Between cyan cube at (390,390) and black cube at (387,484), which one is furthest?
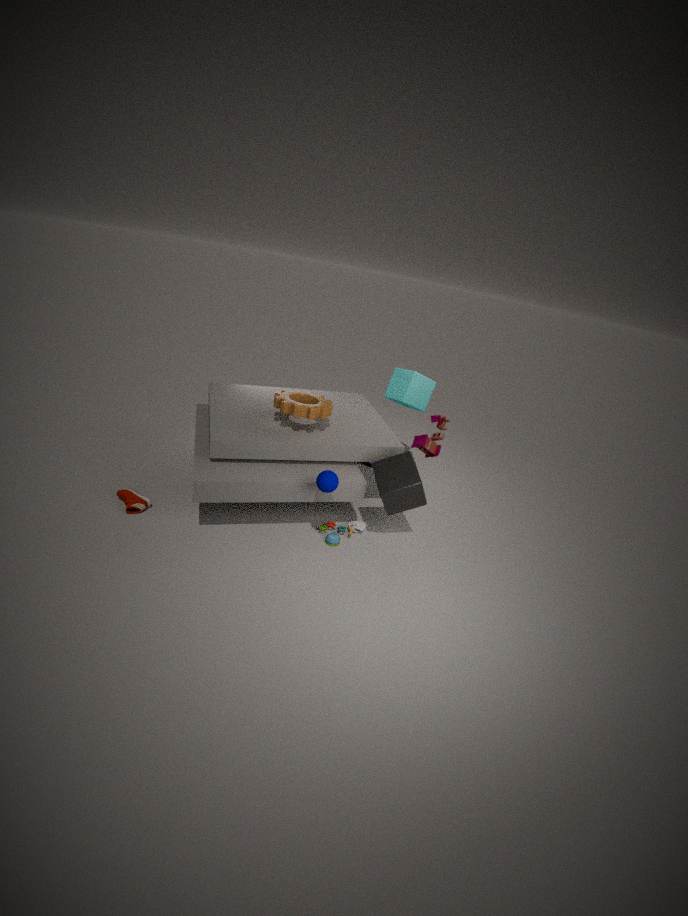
cyan cube at (390,390)
